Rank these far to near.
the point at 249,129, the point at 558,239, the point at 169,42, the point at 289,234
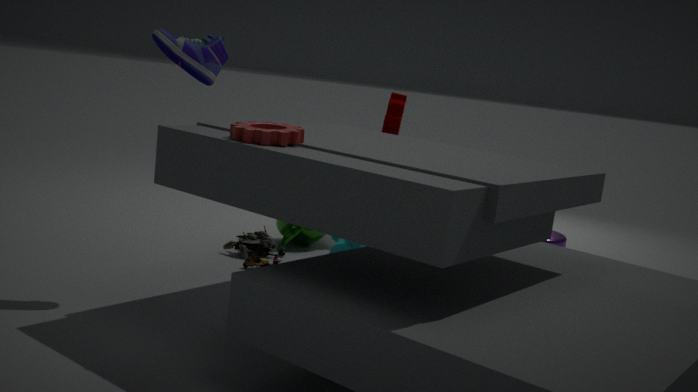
1. the point at 289,234
2. the point at 558,239
3. the point at 169,42
4. the point at 249,129
